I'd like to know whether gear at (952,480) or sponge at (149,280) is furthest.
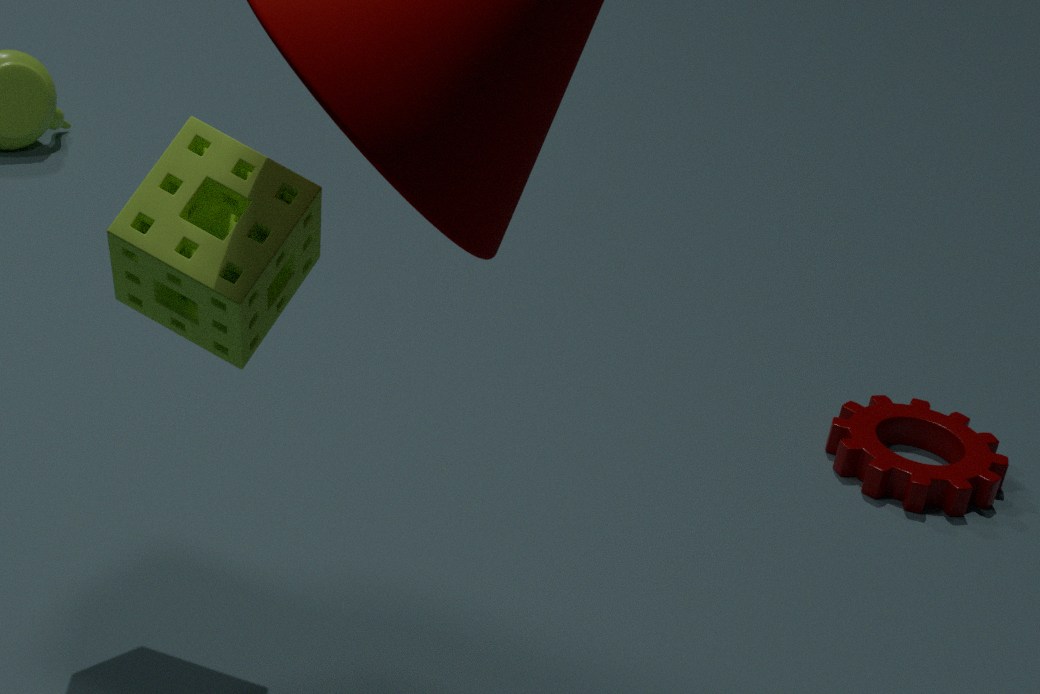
gear at (952,480)
